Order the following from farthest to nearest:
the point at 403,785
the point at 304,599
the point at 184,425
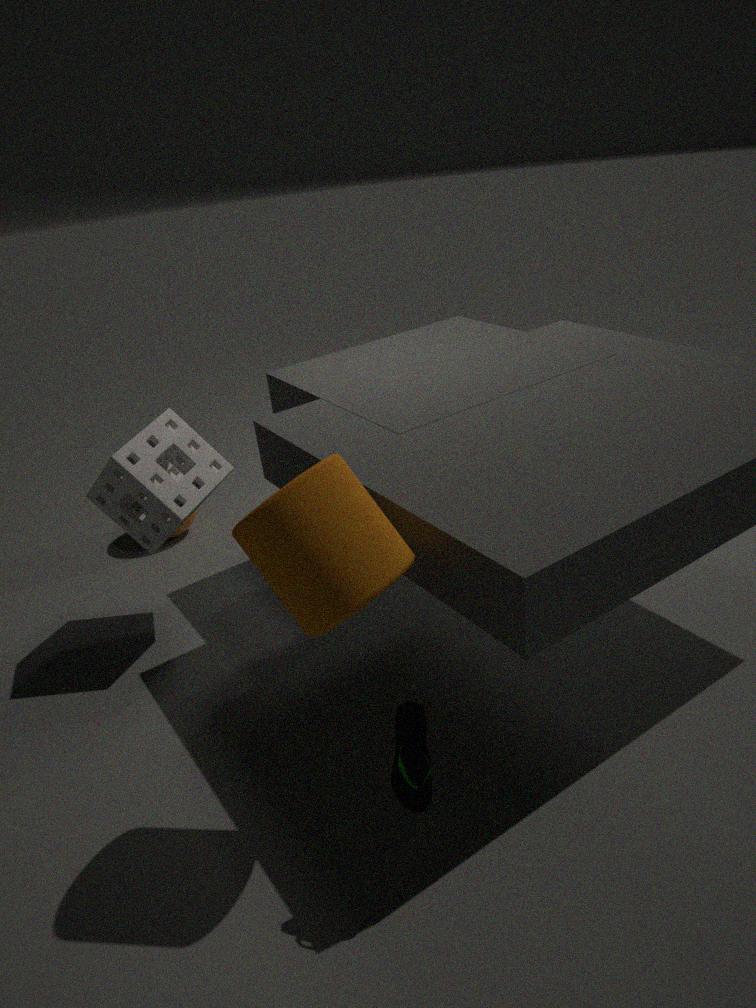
the point at 184,425
the point at 403,785
the point at 304,599
